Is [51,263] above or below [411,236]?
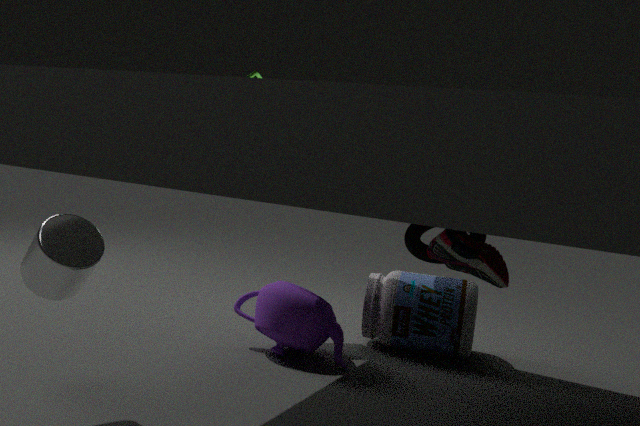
below
